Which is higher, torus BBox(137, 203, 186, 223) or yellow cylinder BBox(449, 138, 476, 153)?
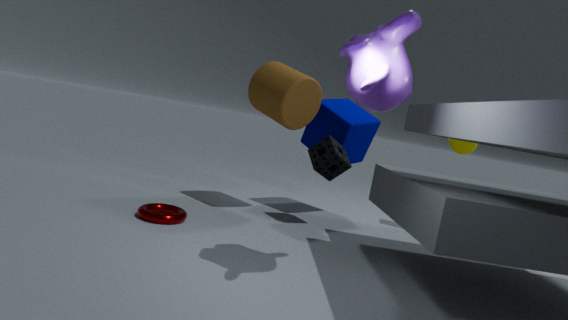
yellow cylinder BBox(449, 138, 476, 153)
